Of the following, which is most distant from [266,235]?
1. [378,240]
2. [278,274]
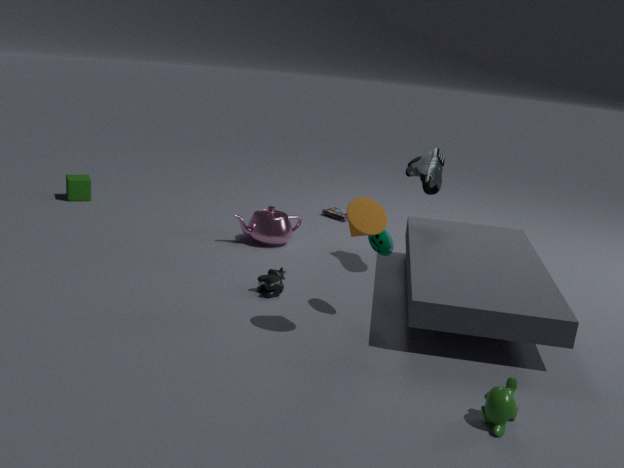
[378,240]
